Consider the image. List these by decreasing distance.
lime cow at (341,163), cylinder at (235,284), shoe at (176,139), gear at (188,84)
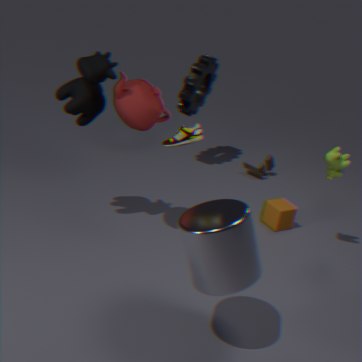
1. gear at (188,84)
2. lime cow at (341,163)
3. shoe at (176,139)
4. cylinder at (235,284)
